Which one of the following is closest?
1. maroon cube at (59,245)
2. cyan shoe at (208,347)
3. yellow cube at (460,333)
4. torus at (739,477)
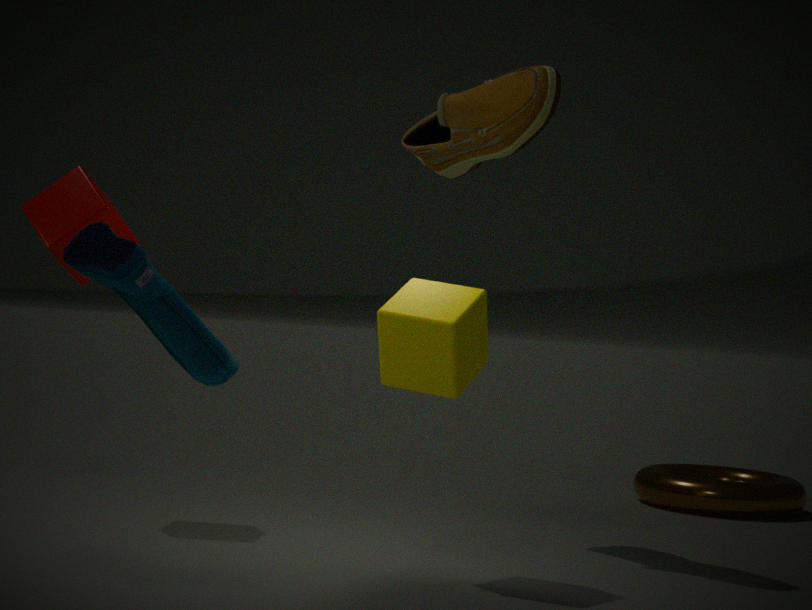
cyan shoe at (208,347)
